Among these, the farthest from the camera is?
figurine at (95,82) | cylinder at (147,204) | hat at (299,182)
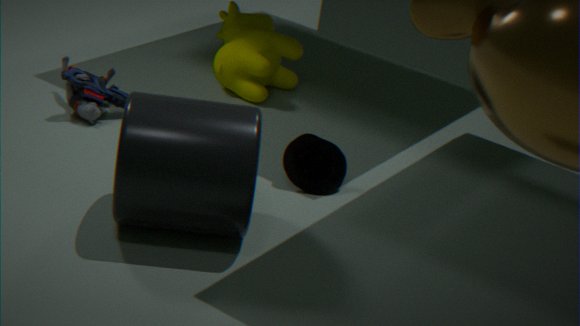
figurine at (95,82)
